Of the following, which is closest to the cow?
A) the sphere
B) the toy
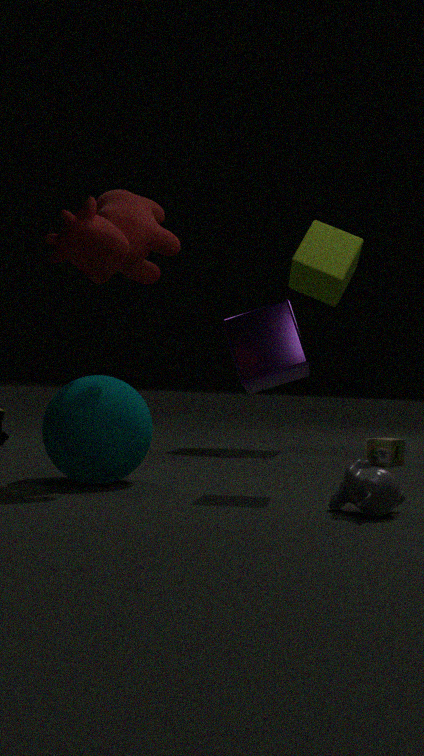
the sphere
